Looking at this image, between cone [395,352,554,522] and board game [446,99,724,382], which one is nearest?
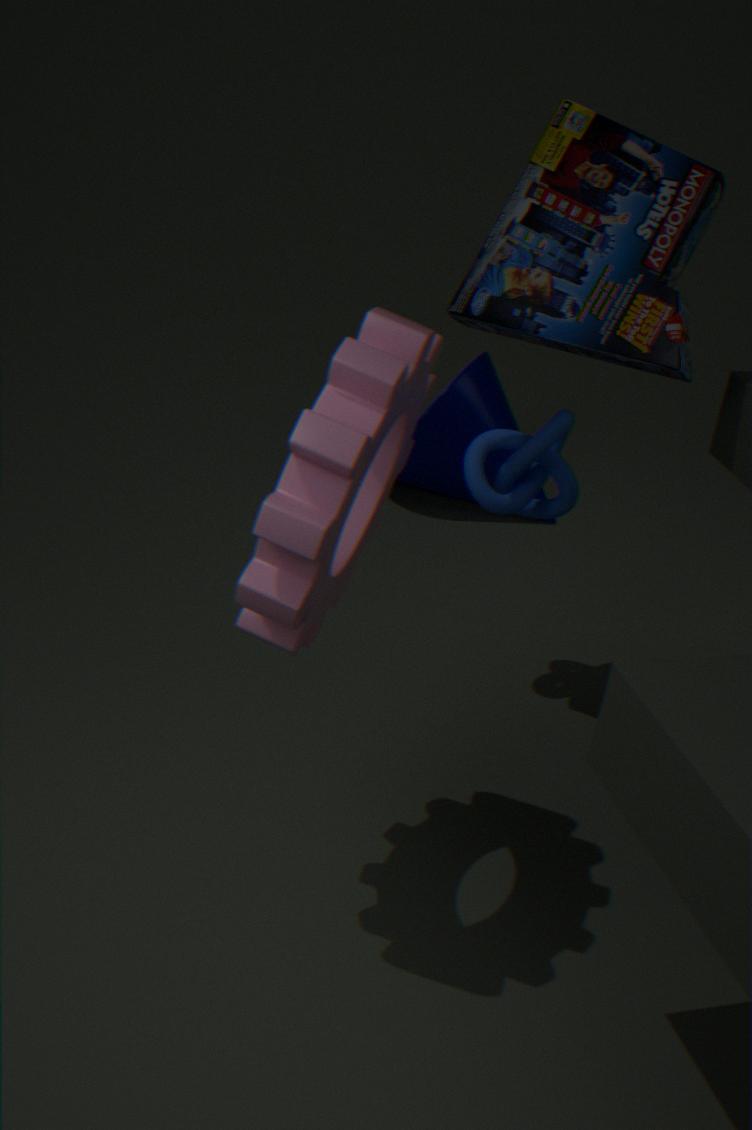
board game [446,99,724,382]
